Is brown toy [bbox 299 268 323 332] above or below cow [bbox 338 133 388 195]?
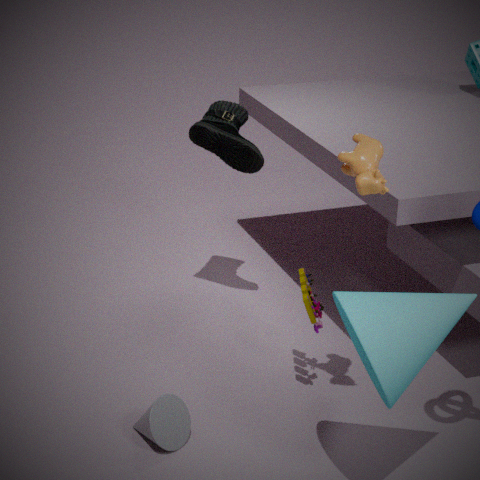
below
